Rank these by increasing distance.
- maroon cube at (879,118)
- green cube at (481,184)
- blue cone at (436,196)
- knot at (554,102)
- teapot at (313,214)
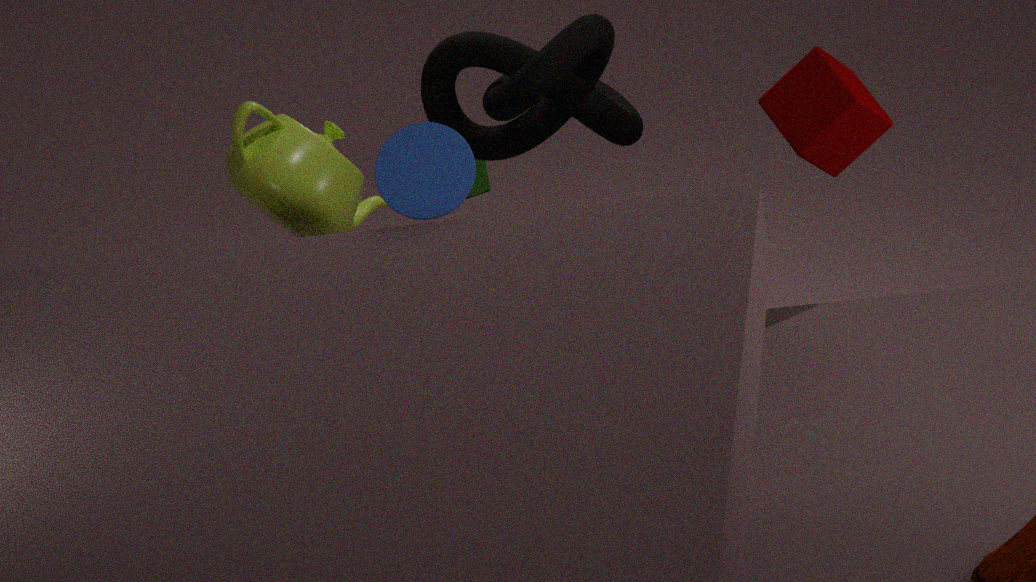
blue cone at (436,196) < maroon cube at (879,118) < knot at (554,102) < teapot at (313,214) < green cube at (481,184)
